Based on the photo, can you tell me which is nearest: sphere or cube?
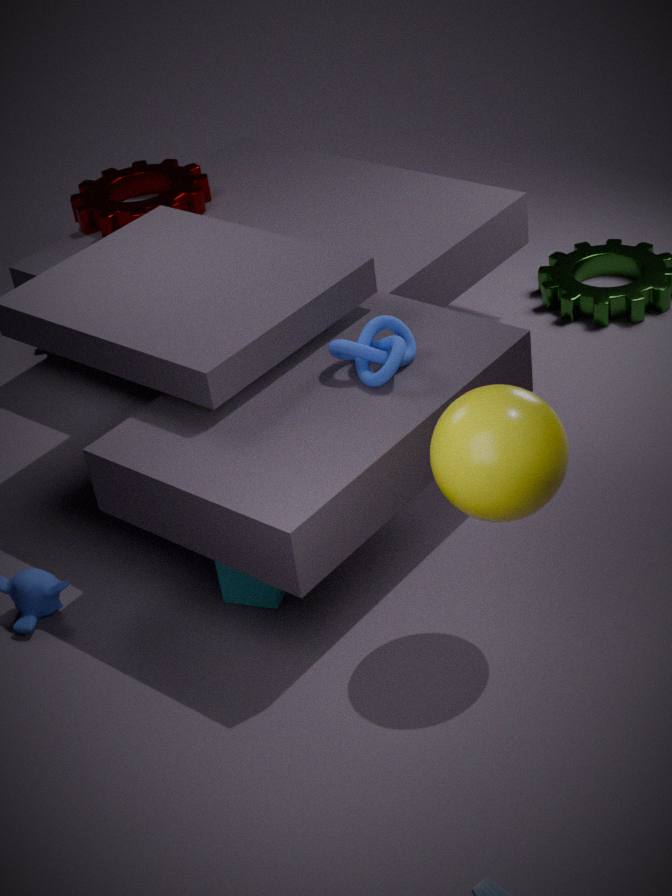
sphere
